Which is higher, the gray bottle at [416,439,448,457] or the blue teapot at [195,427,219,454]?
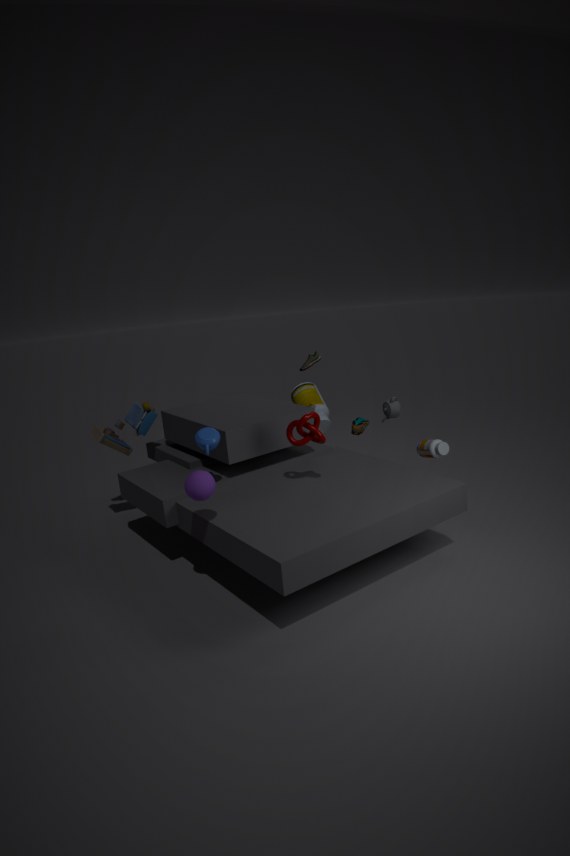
the blue teapot at [195,427,219,454]
